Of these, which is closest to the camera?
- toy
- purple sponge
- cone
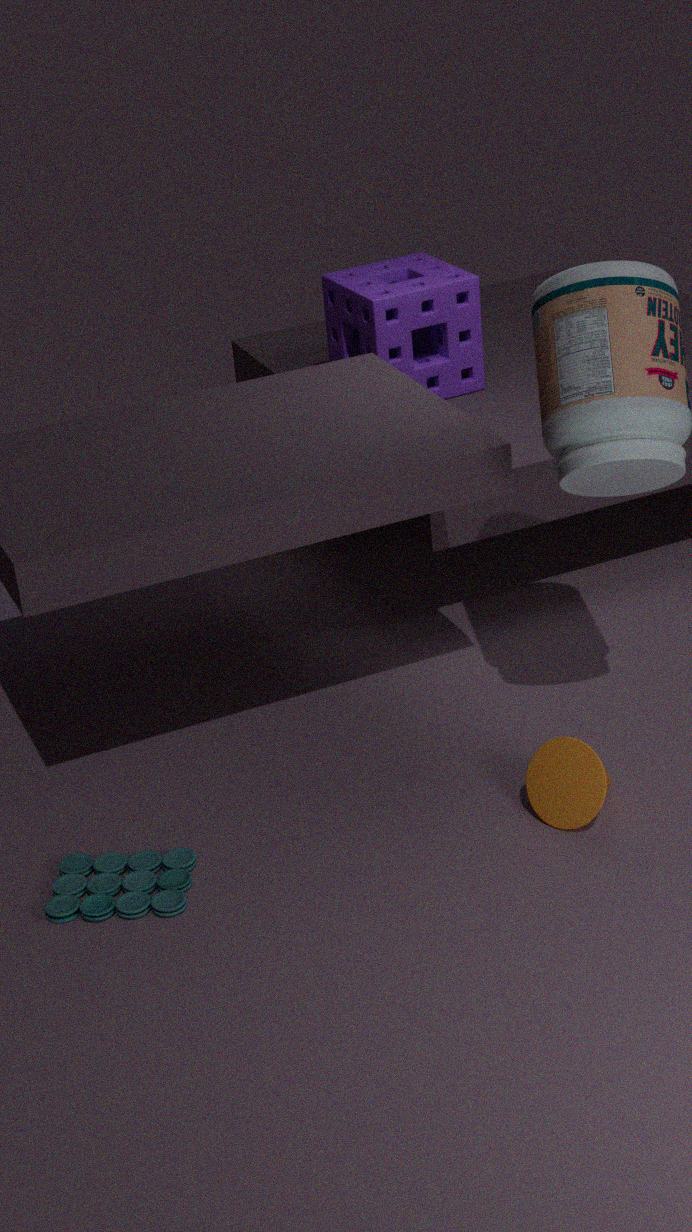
toy
